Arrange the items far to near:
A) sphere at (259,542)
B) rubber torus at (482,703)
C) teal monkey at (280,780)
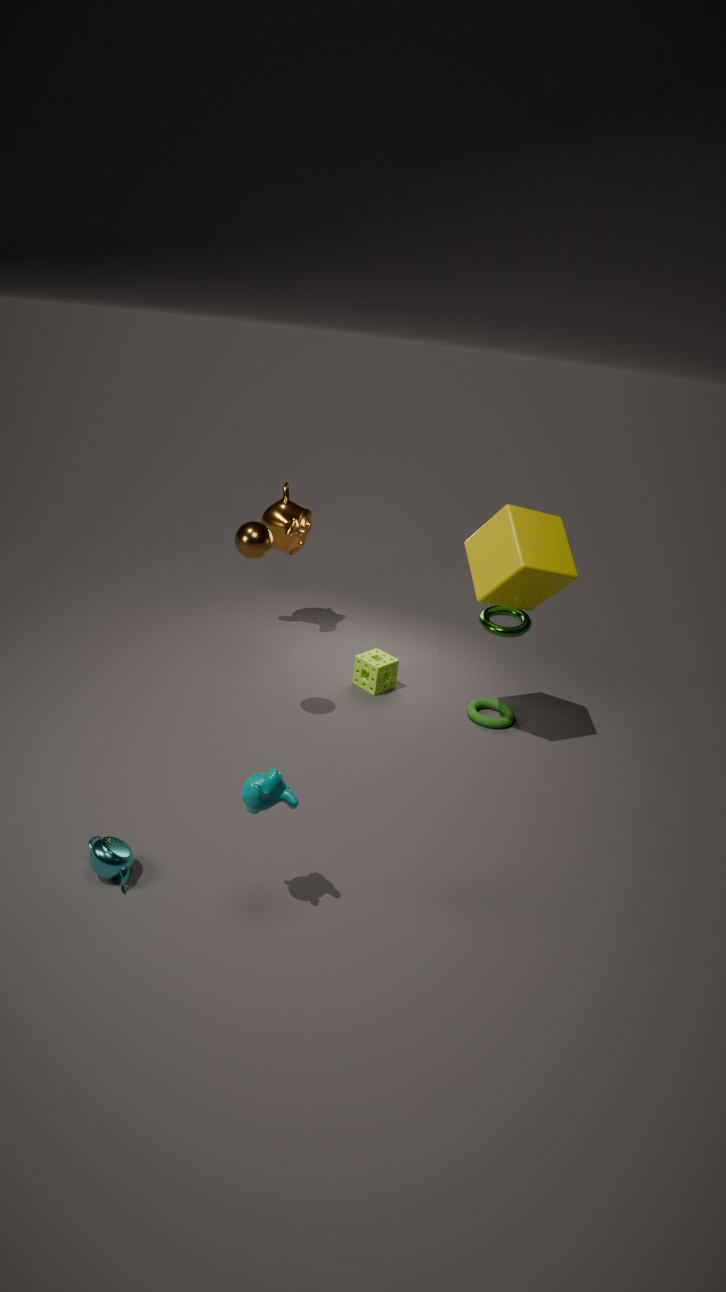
1. rubber torus at (482,703)
2. sphere at (259,542)
3. teal monkey at (280,780)
